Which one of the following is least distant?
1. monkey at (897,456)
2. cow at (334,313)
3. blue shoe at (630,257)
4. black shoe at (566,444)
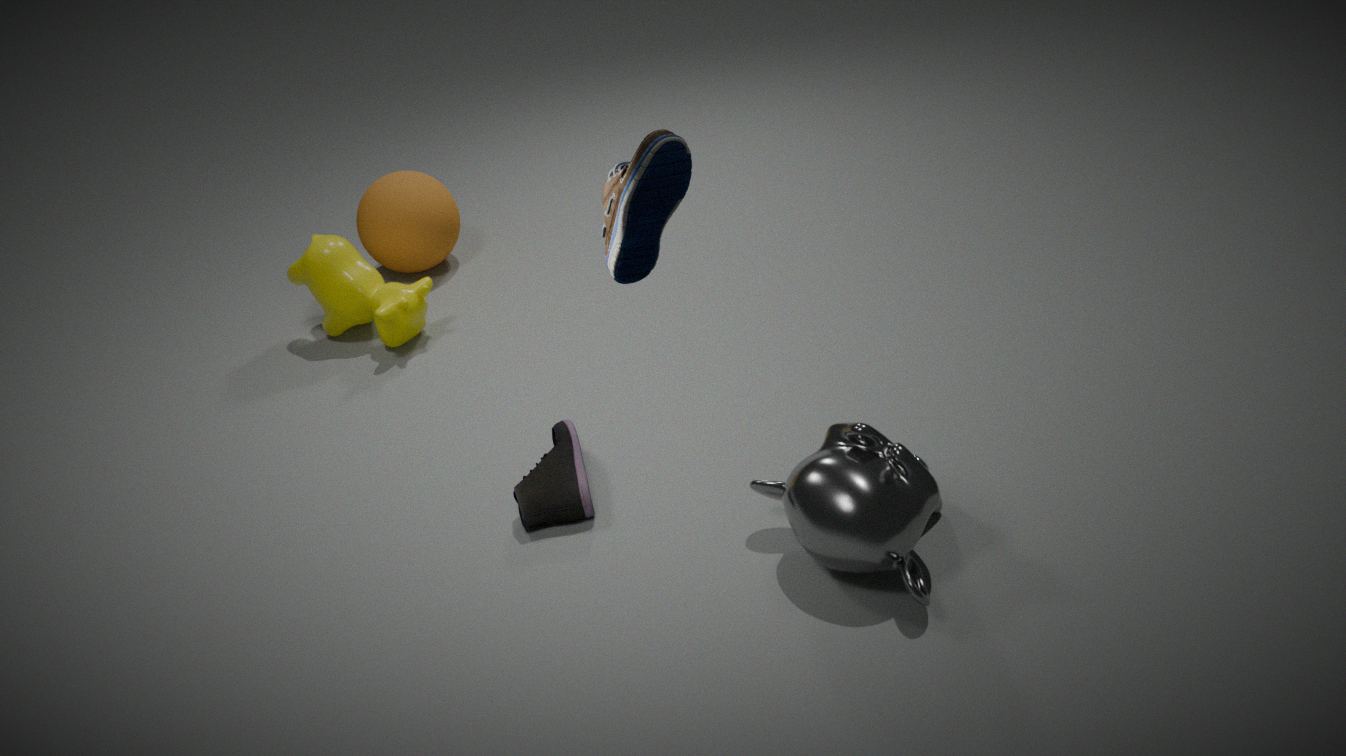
blue shoe at (630,257)
